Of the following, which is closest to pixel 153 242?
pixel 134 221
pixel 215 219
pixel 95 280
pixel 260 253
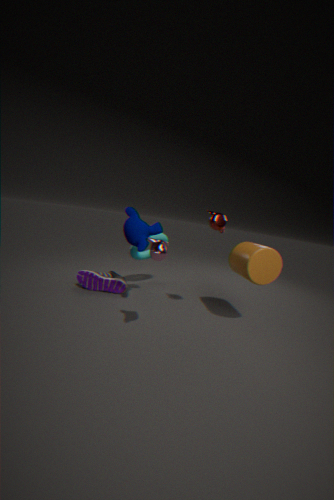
pixel 134 221
